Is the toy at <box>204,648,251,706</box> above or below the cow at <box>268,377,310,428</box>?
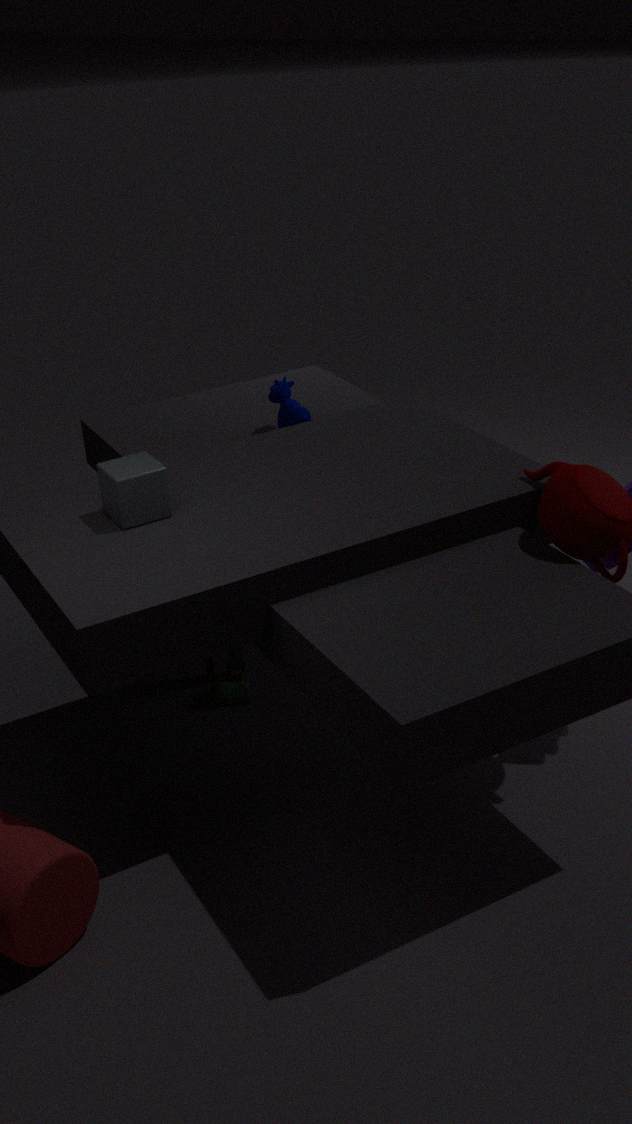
below
